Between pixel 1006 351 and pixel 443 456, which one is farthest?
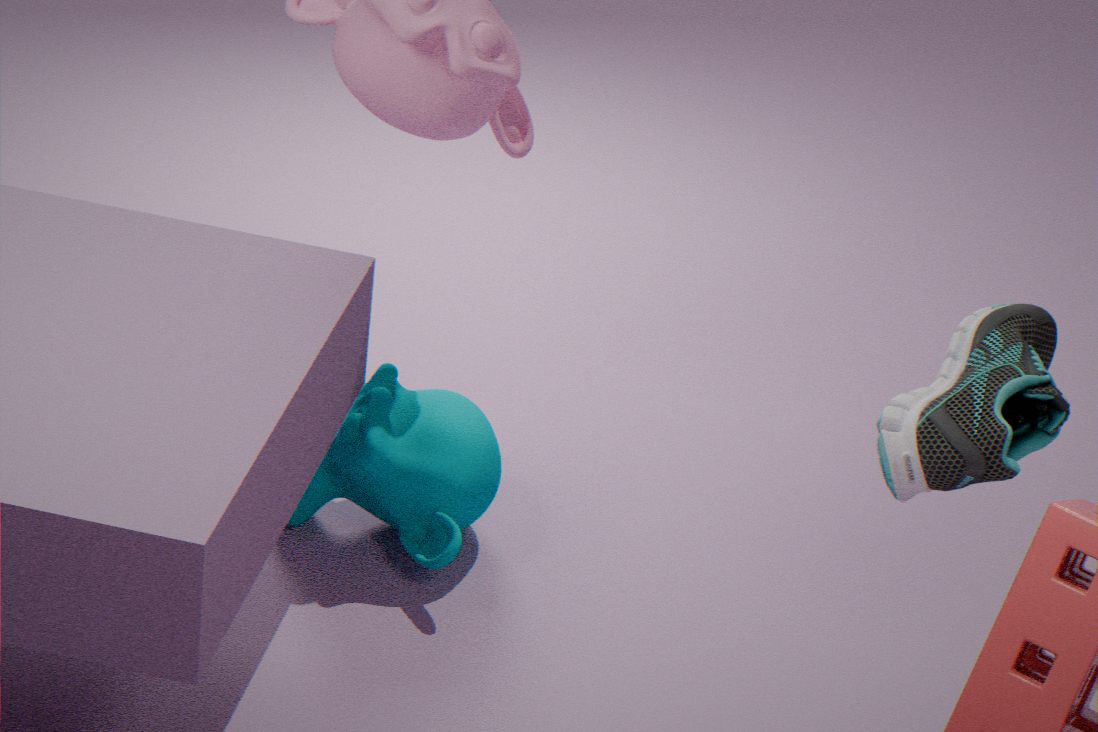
pixel 443 456
